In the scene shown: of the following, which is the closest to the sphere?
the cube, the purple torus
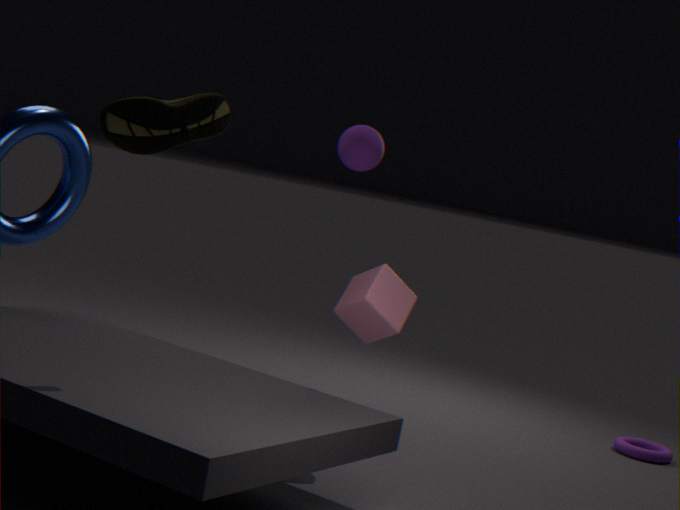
the cube
